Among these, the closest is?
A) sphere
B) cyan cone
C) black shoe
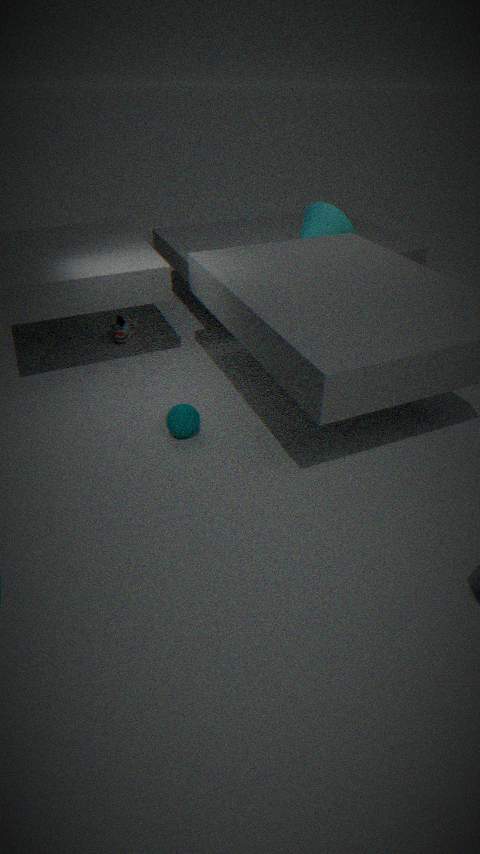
sphere
